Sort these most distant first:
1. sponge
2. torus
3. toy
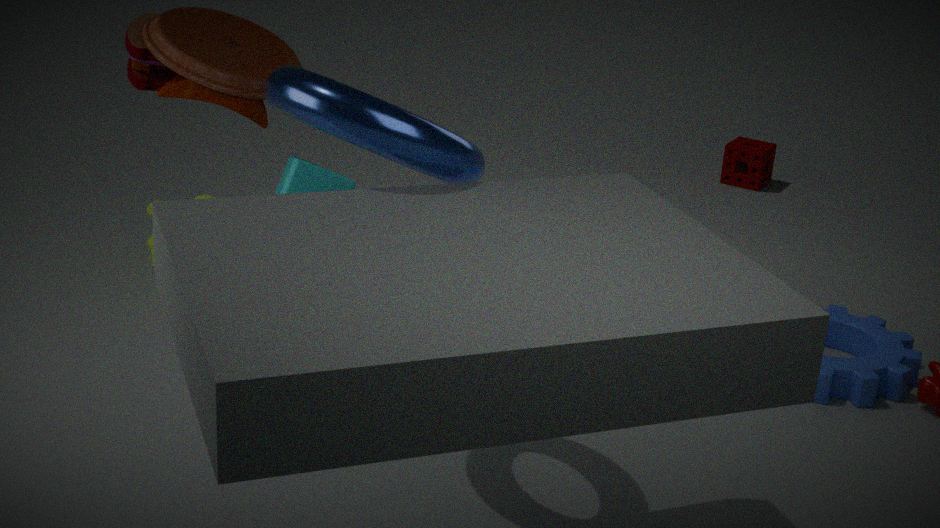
sponge < toy < torus
